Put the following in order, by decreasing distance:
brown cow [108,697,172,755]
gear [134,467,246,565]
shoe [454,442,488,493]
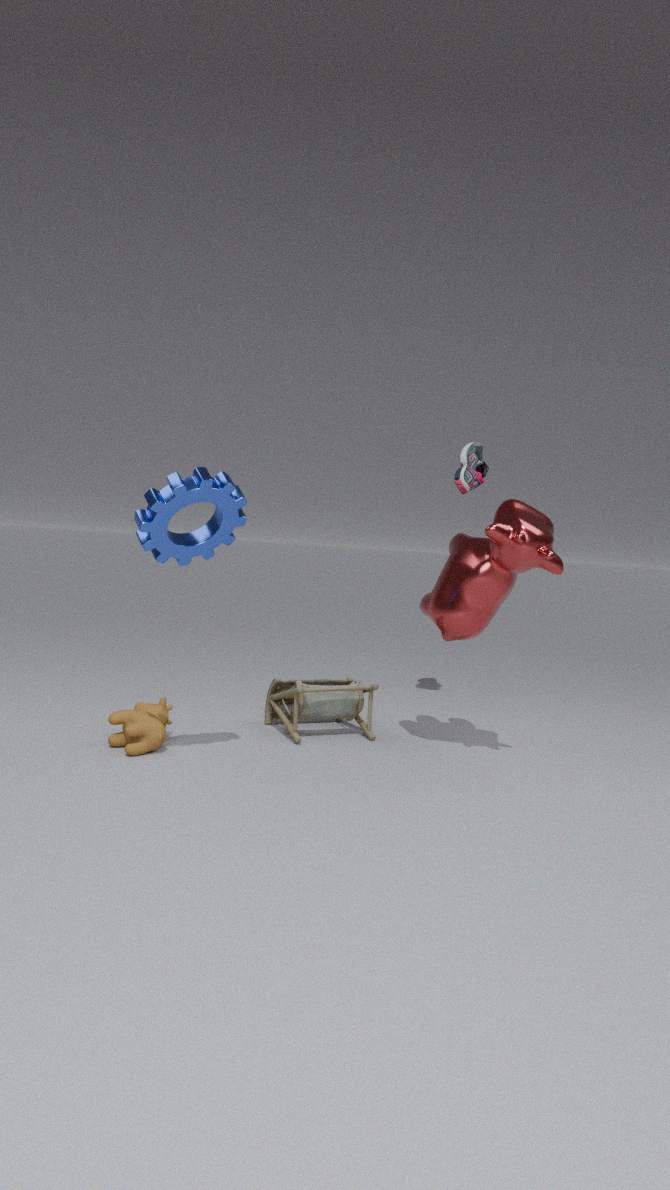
shoe [454,442,488,493] → brown cow [108,697,172,755] → gear [134,467,246,565]
